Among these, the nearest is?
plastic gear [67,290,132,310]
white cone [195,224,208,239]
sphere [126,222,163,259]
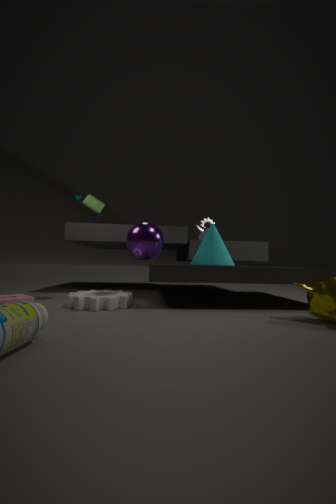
plastic gear [67,290,132,310]
